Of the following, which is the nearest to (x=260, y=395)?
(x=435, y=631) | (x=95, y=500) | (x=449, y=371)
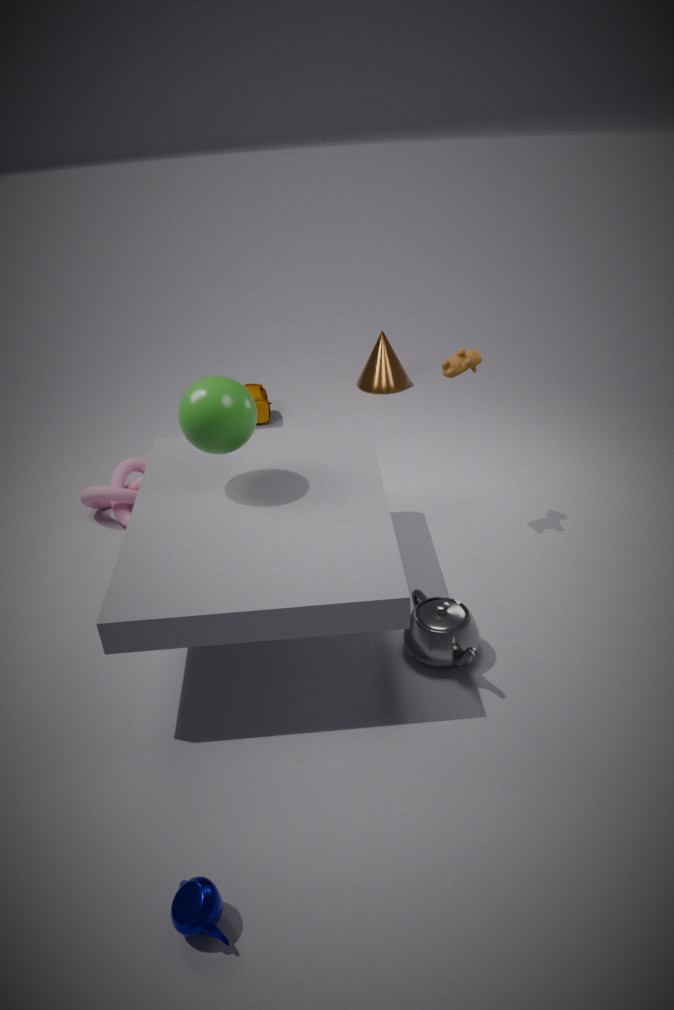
(x=95, y=500)
